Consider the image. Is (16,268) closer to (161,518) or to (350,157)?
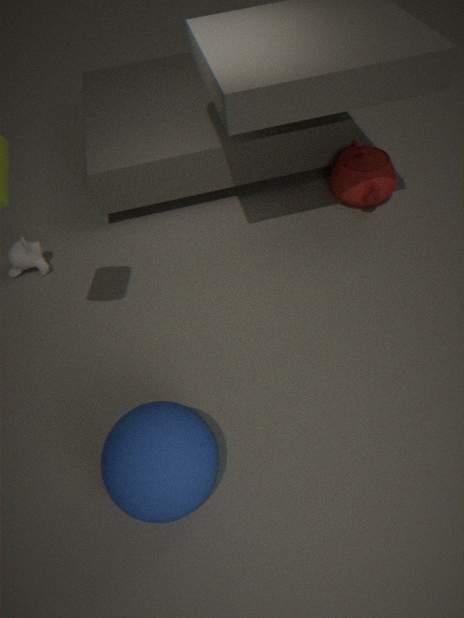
(161,518)
